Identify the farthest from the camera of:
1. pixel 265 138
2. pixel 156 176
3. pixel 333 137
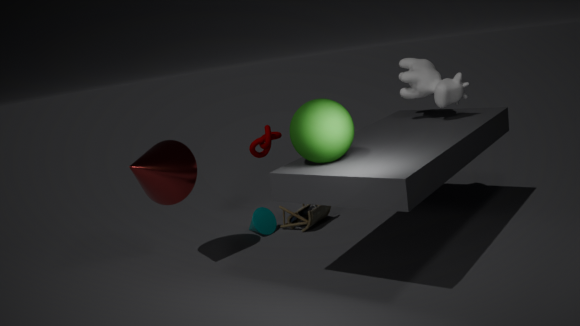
pixel 265 138
